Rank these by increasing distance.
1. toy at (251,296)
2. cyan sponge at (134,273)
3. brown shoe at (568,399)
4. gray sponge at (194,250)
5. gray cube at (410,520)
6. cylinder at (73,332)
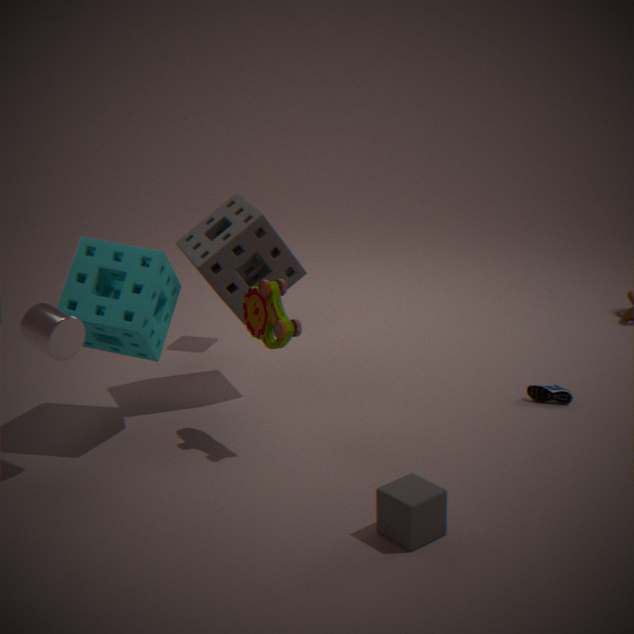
gray cube at (410,520) → cylinder at (73,332) → toy at (251,296) → cyan sponge at (134,273) → gray sponge at (194,250) → brown shoe at (568,399)
